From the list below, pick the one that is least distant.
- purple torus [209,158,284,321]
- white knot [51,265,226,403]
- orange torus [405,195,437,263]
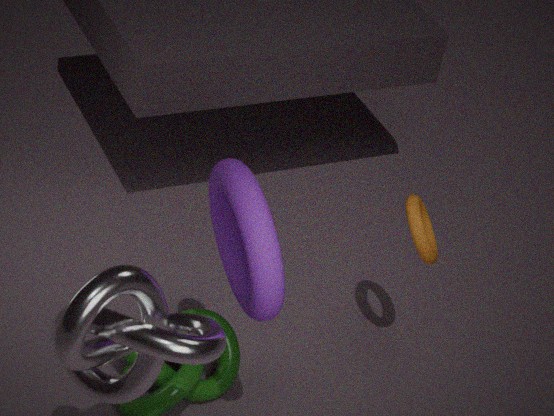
white knot [51,265,226,403]
